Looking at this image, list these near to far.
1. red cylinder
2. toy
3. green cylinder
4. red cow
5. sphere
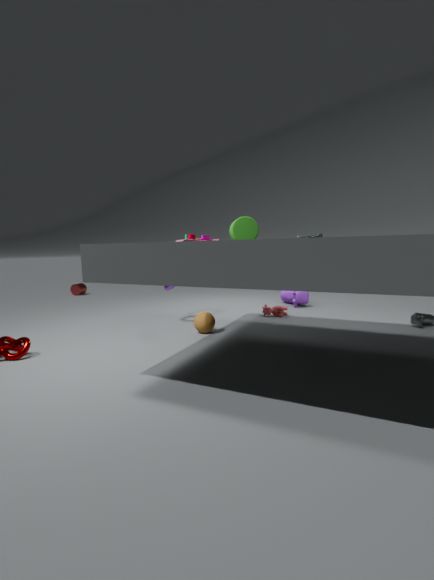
toy
green cylinder
sphere
red cow
red cylinder
